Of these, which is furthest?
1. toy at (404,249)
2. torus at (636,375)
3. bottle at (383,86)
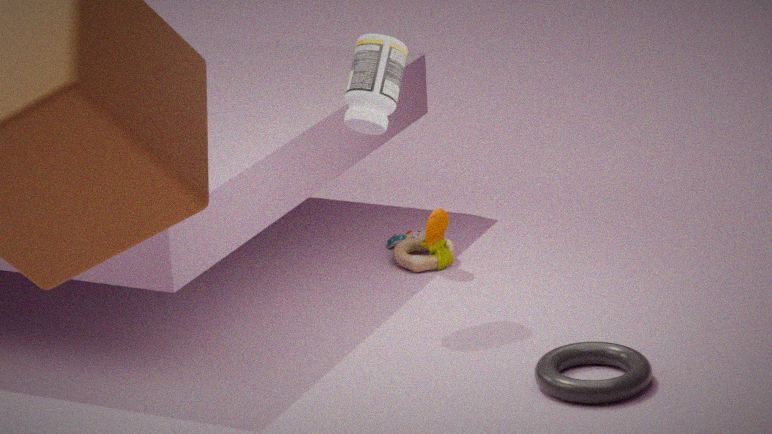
toy at (404,249)
